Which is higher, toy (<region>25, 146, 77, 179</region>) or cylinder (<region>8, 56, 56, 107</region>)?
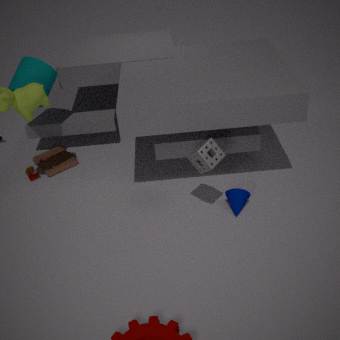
cylinder (<region>8, 56, 56, 107</region>)
